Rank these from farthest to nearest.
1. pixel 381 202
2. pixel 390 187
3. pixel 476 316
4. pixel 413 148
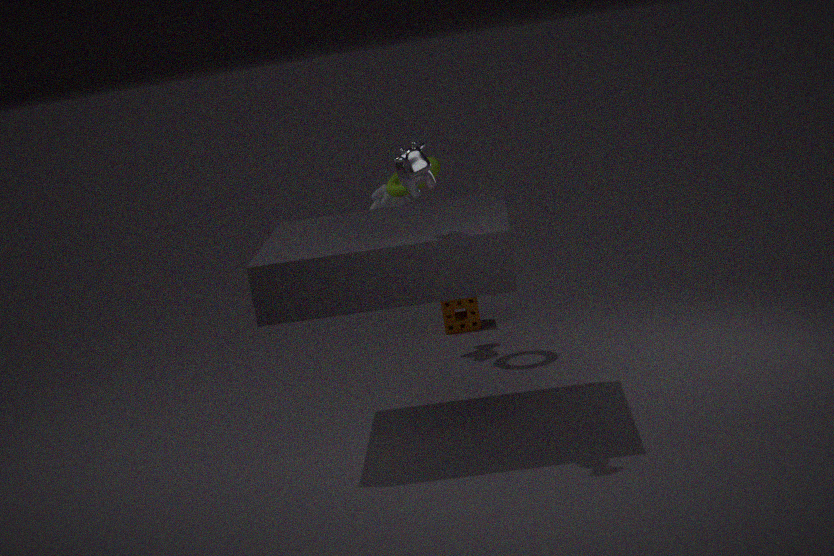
pixel 476 316 → pixel 381 202 → pixel 390 187 → pixel 413 148
